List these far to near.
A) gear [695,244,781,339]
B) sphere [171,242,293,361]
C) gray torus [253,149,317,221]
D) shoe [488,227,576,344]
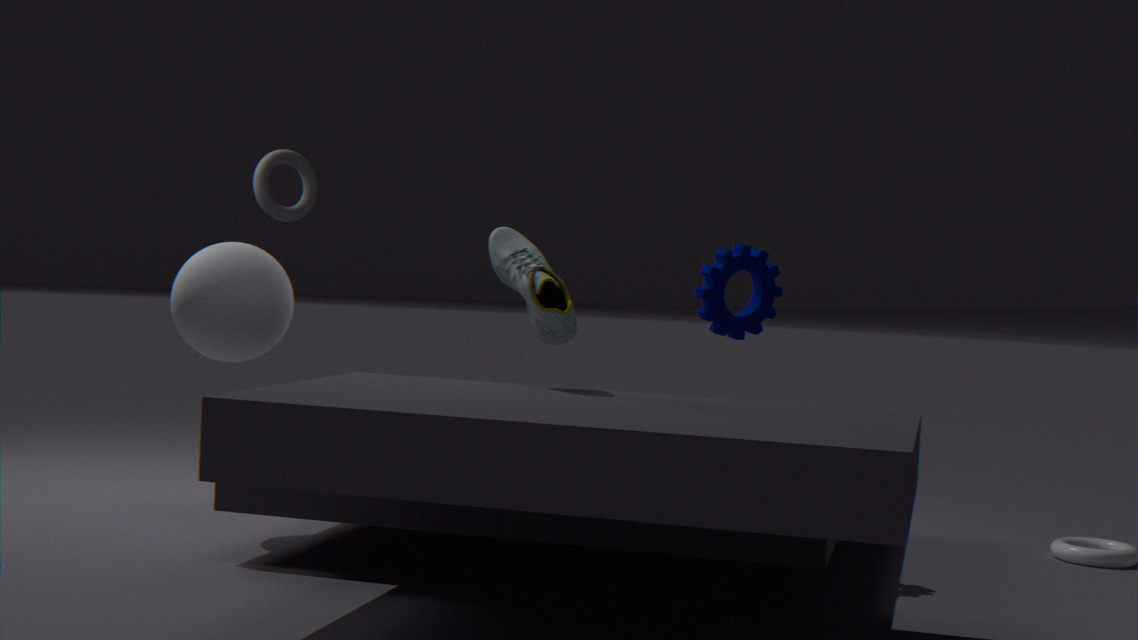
gray torus [253,149,317,221] < sphere [171,242,293,361] < gear [695,244,781,339] < shoe [488,227,576,344]
